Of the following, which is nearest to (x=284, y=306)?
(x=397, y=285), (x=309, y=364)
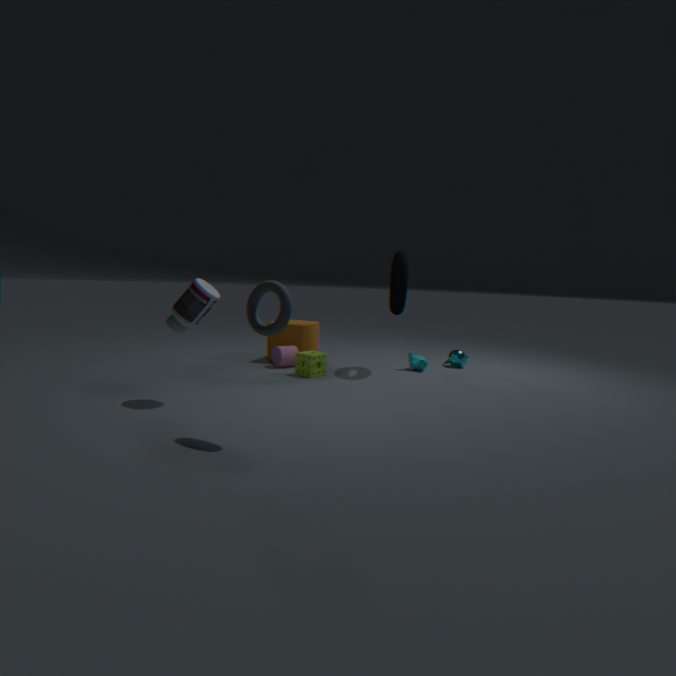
(x=309, y=364)
